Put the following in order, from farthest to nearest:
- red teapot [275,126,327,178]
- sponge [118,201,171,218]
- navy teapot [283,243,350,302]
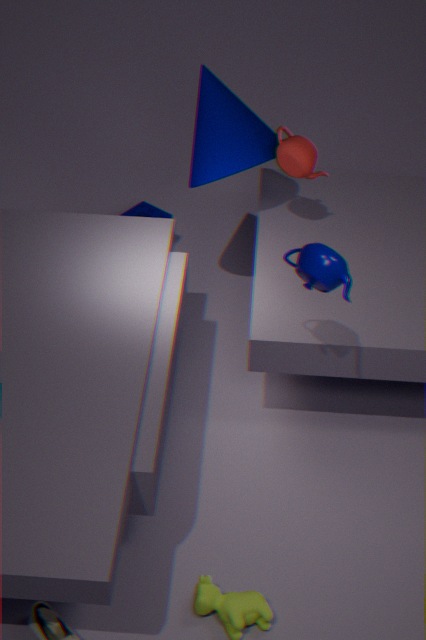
sponge [118,201,171,218] < red teapot [275,126,327,178] < navy teapot [283,243,350,302]
